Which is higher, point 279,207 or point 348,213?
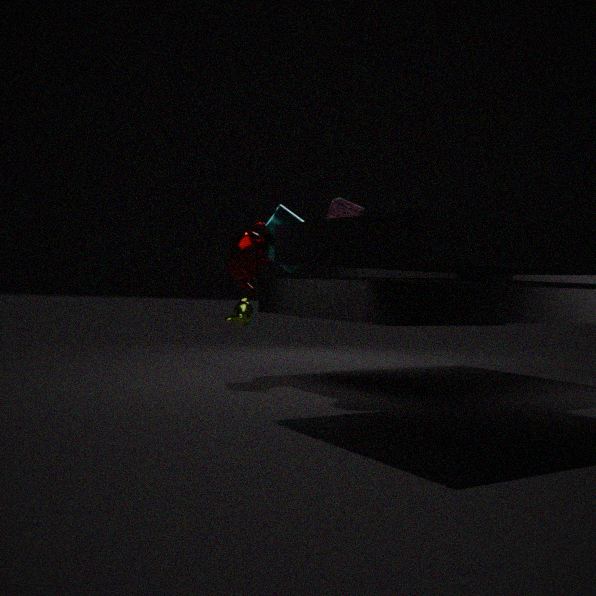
point 348,213
